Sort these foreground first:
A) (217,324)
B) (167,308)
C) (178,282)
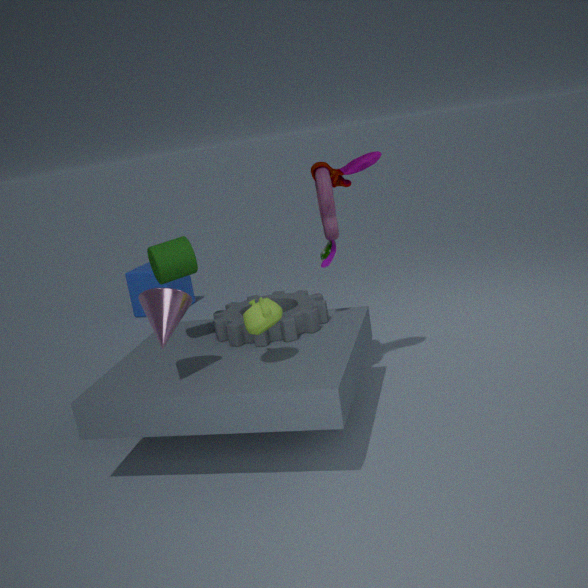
1. (167,308)
2. (217,324)
3. (178,282)
